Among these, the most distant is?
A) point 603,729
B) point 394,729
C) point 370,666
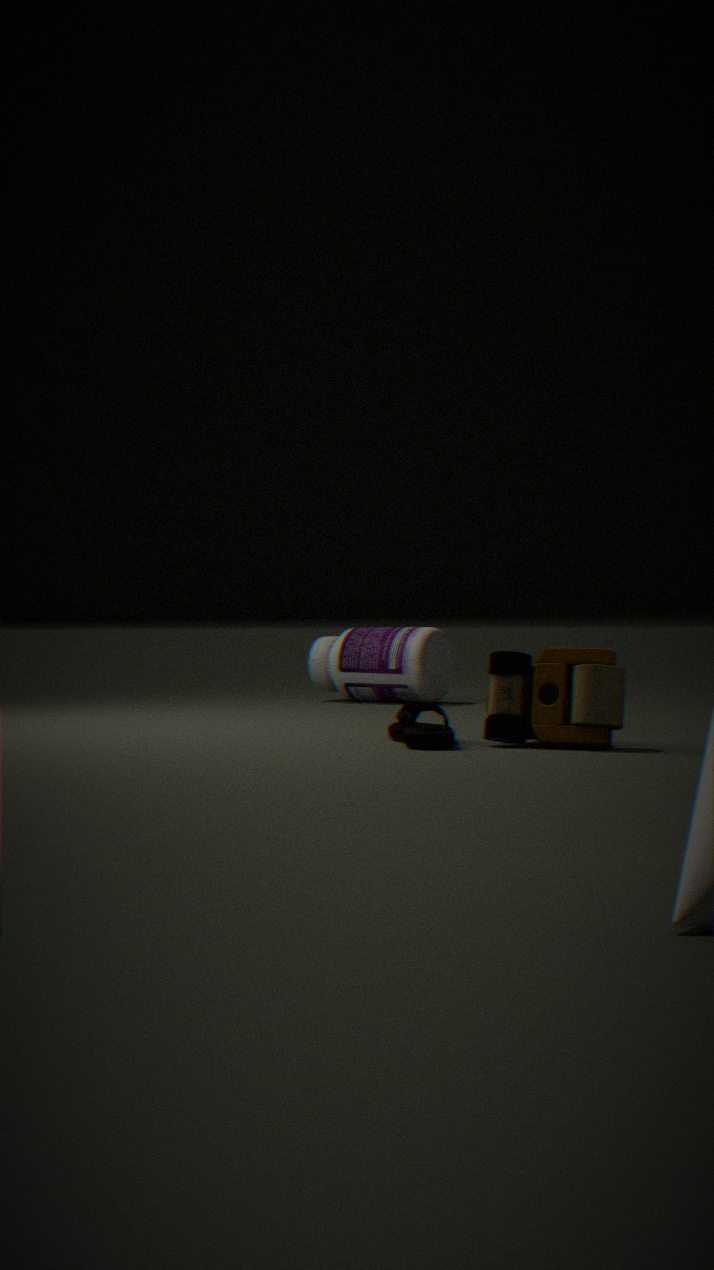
point 370,666
